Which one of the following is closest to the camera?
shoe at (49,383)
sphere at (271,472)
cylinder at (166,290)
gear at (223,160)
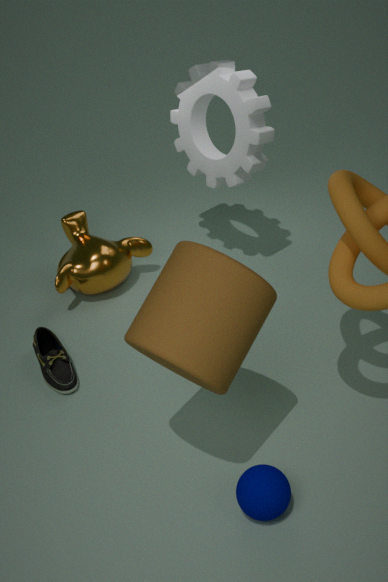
cylinder at (166,290)
